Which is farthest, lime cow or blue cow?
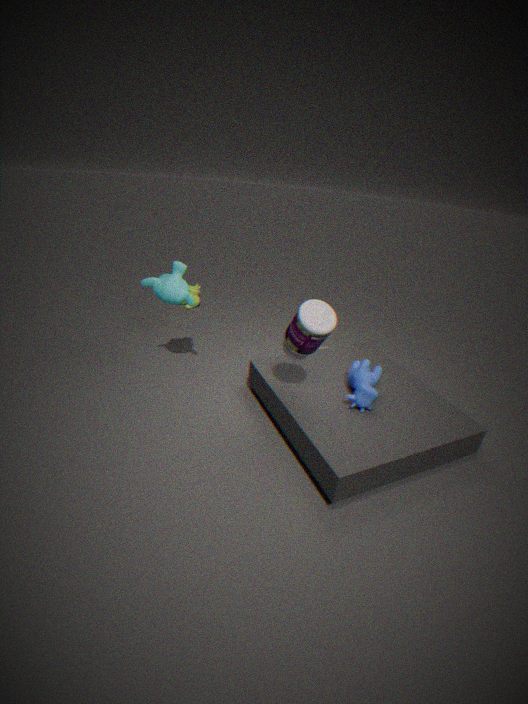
lime cow
